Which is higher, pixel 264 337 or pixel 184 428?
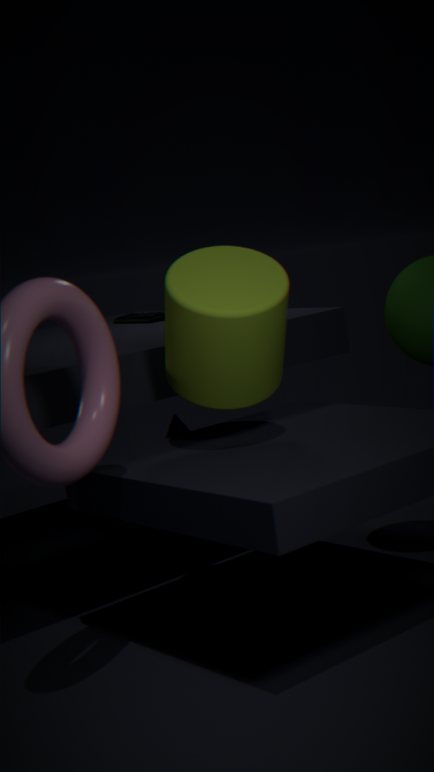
pixel 264 337
